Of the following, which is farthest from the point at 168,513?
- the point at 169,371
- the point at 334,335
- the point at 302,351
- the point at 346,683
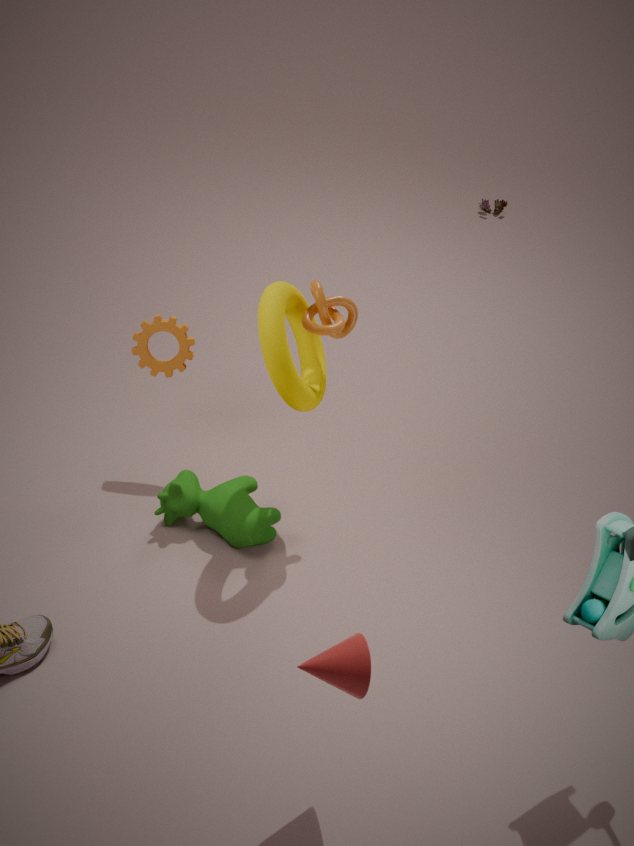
the point at 346,683
